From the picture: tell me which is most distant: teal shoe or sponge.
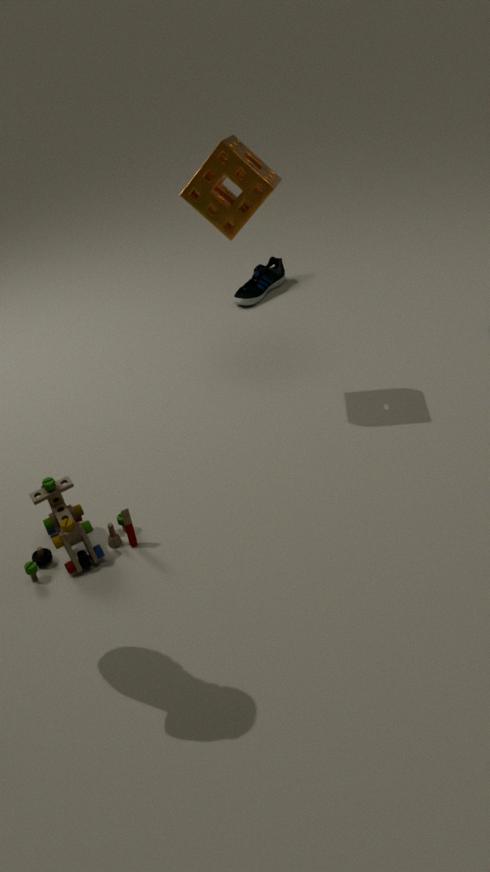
teal shoe
